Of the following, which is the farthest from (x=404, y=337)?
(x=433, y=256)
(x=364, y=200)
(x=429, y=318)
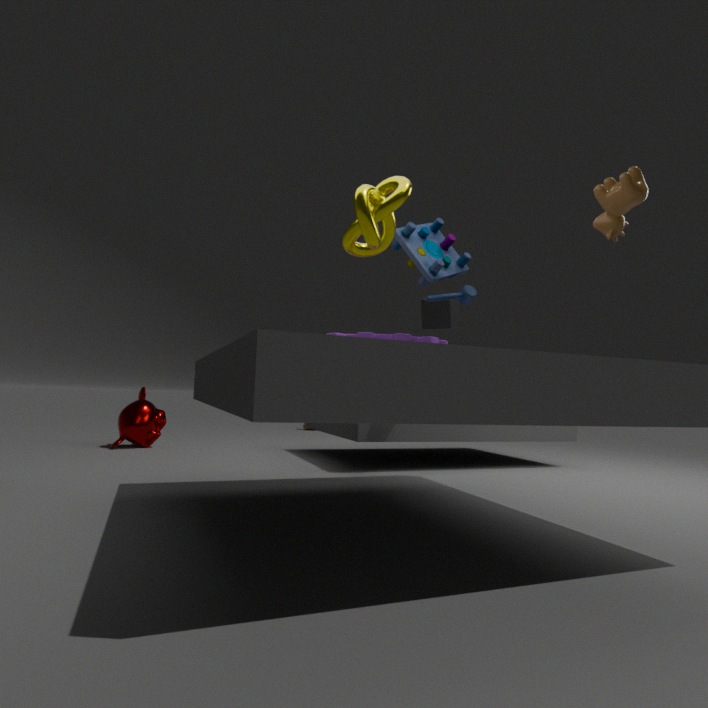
(x=429, y=318)
